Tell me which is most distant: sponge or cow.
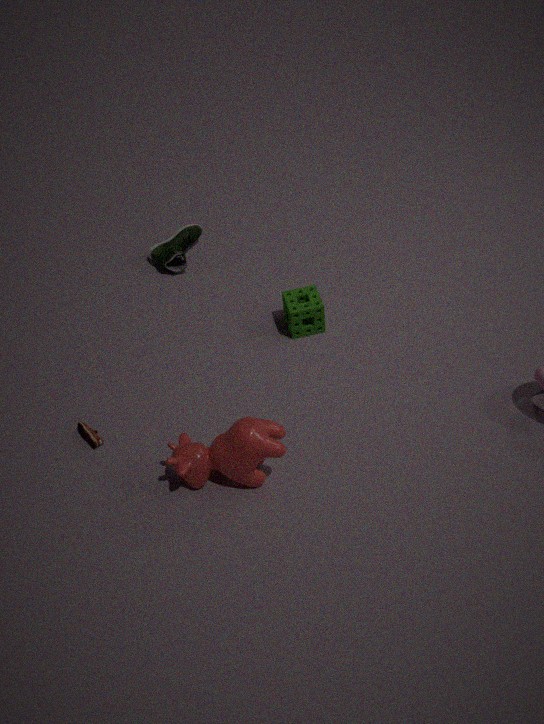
sponge
